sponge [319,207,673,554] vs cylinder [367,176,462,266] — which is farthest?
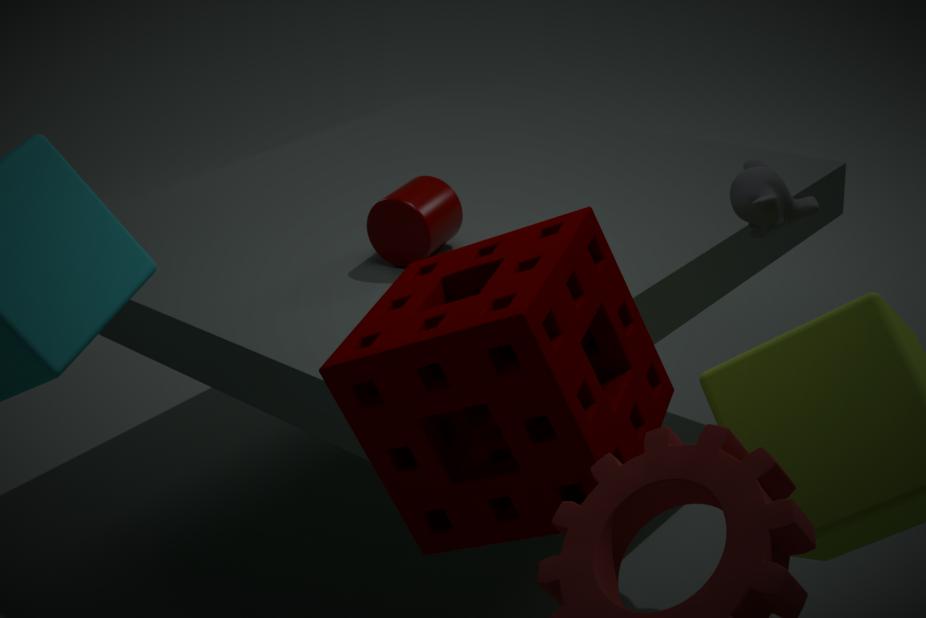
cylinder [367,176,462,266]
